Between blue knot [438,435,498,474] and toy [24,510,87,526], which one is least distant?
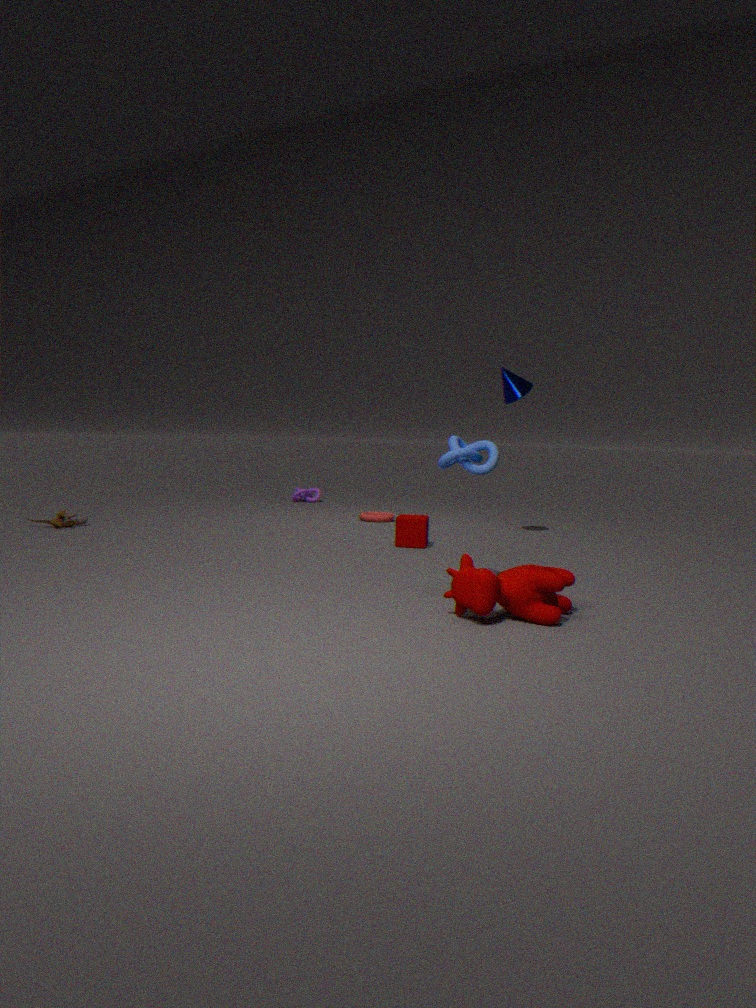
blue knot [438,435,498,474]
